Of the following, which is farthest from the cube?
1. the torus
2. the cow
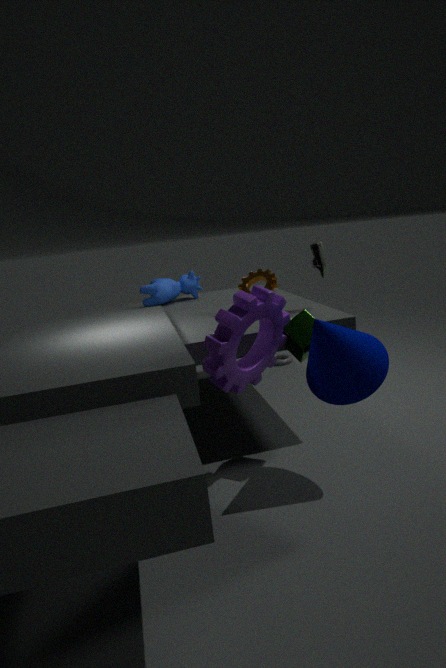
the torus
